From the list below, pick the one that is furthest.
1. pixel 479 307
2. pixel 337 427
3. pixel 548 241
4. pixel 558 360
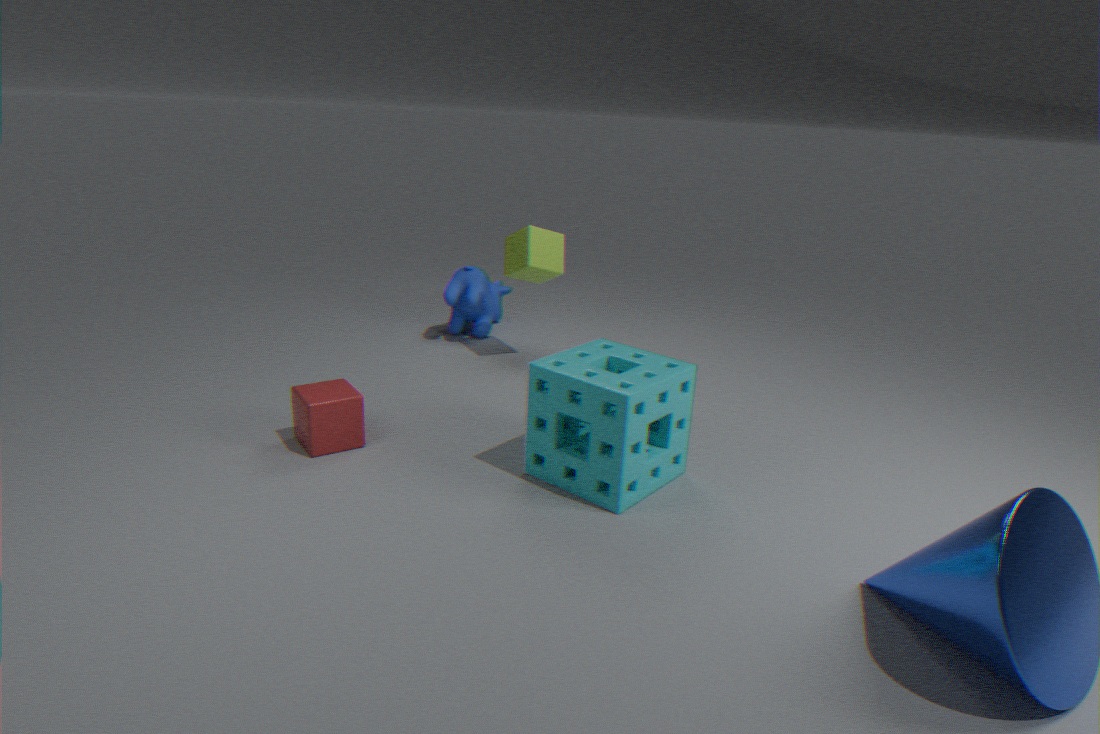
pixel 479 307
